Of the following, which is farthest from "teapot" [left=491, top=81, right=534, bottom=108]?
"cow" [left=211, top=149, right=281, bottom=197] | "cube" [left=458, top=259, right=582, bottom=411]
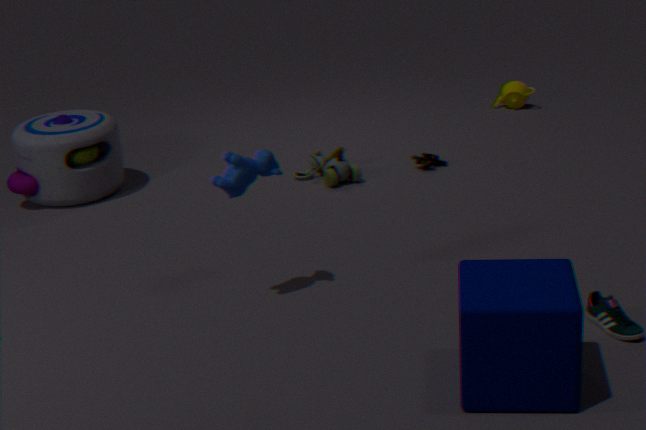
"cube" [left=458, top=259, right=582, bottom=411]
